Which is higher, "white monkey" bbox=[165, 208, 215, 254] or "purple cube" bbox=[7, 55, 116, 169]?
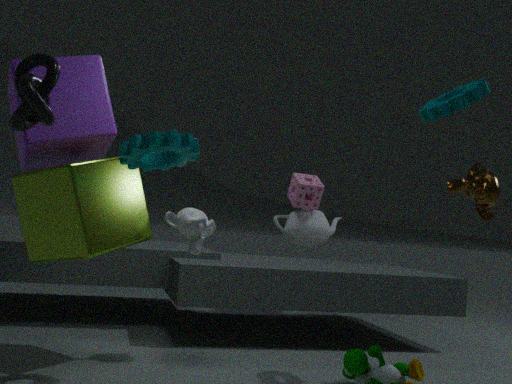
"purple cube" bbox=[7, 55, 116, 169]
